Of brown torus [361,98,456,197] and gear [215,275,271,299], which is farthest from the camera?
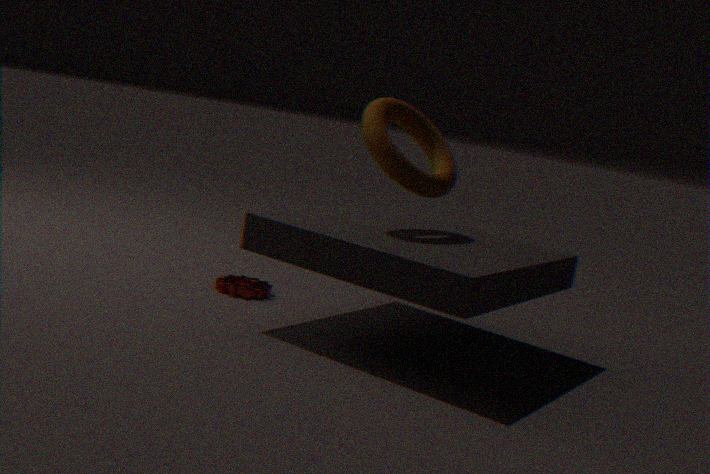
gear [215,275,271,299]
